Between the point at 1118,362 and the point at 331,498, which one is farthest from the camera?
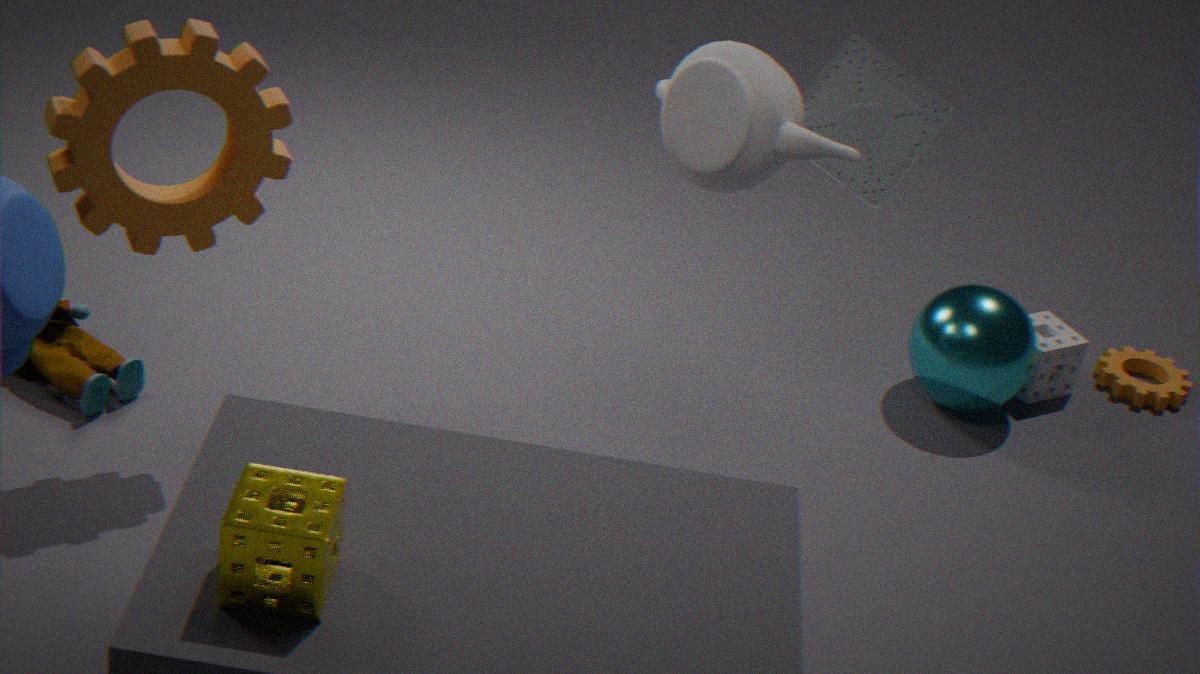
the point at 1118,362
